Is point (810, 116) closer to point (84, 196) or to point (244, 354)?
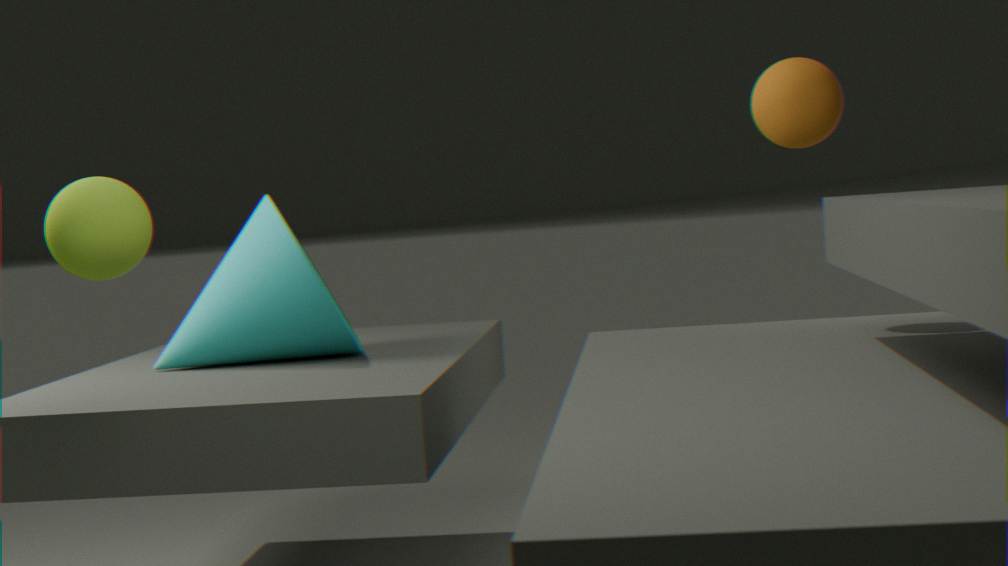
point (244, 354)
